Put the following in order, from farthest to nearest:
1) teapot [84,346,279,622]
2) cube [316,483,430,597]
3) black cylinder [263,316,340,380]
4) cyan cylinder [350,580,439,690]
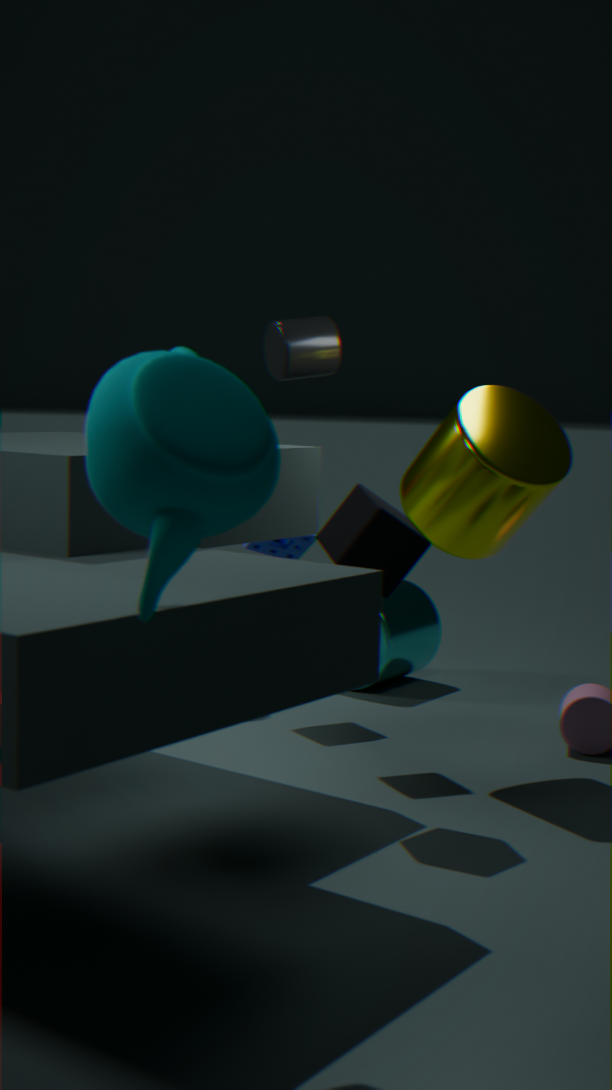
4. cyan cylinder [350,580,439,690] < 3. black cylinder [263,316,340,380] < 2. cube [316,483,430,597] < 1. teapot [84,346,279,622]
